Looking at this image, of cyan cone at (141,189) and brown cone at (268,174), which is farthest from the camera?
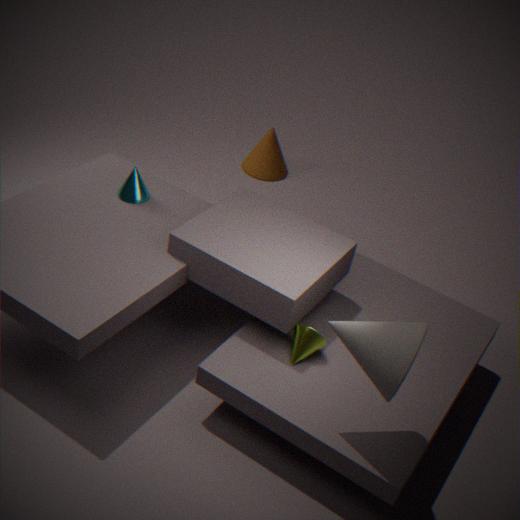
brown cone at (268,174)
